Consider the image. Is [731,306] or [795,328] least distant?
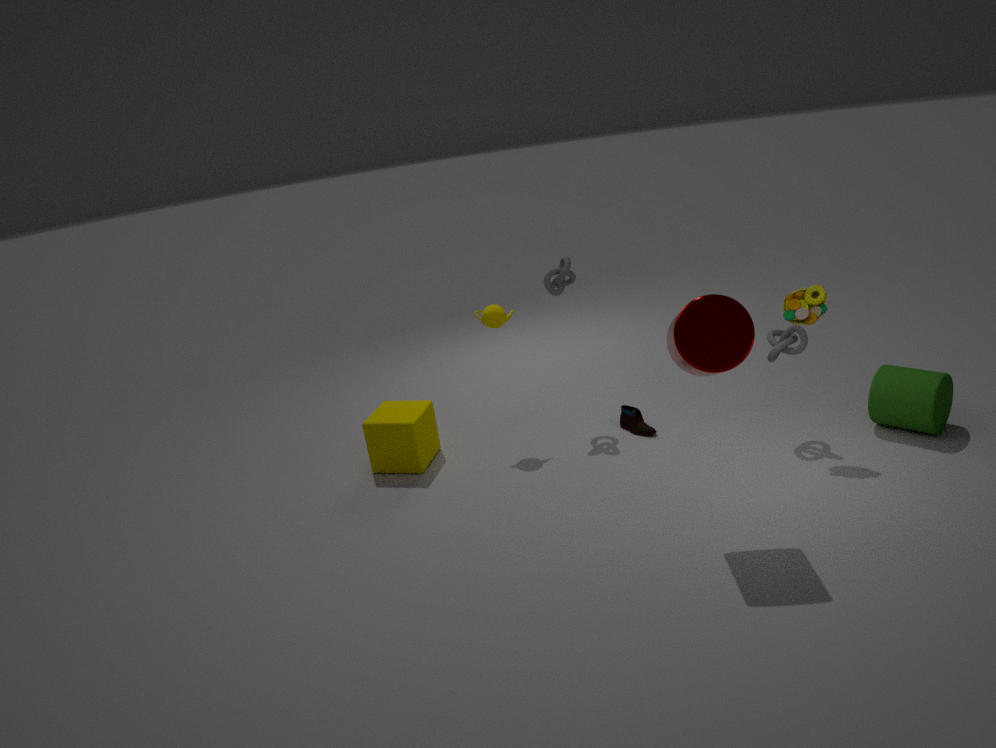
[731,306]
